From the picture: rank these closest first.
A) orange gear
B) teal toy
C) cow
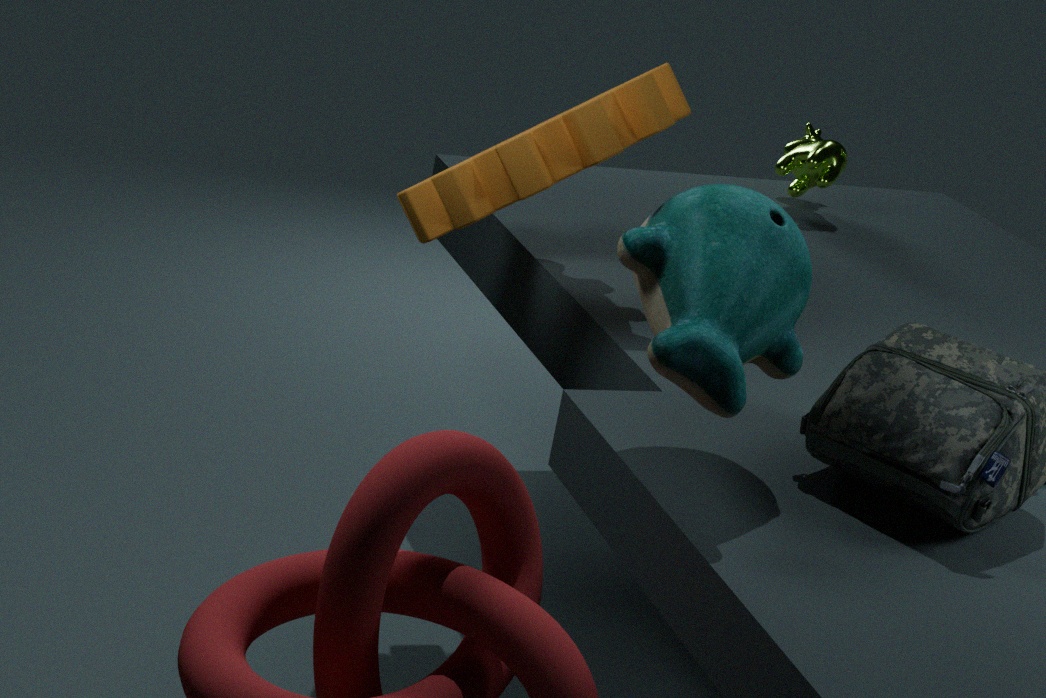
1. B. teal toy
2. A. orange gear
3. C. cow
